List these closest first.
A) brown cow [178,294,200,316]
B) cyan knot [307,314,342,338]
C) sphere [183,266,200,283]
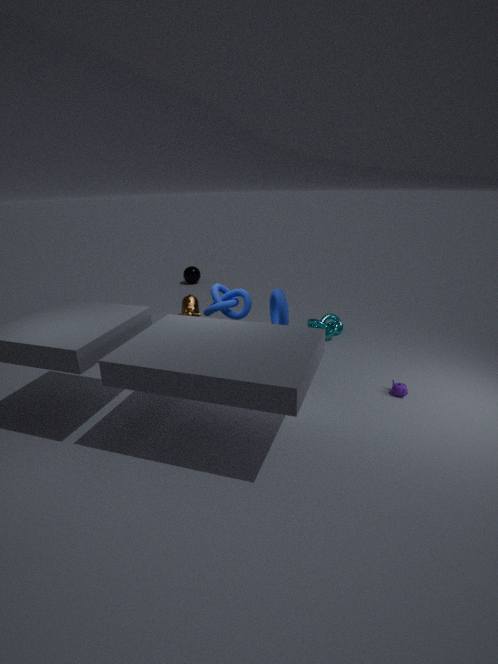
brown cow [178,294,200,316] → cyan knot [307,314,342,338] → sphere [183,266,200,283]
